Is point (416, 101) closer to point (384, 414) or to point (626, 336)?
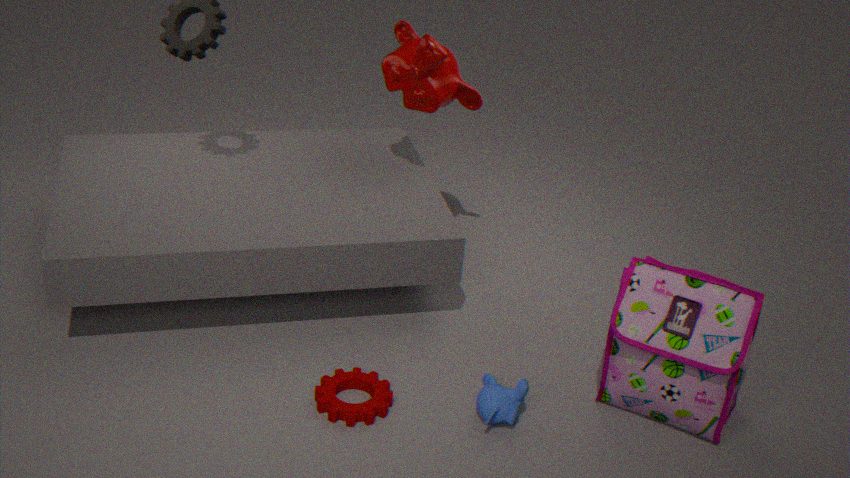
point (384, 414)
